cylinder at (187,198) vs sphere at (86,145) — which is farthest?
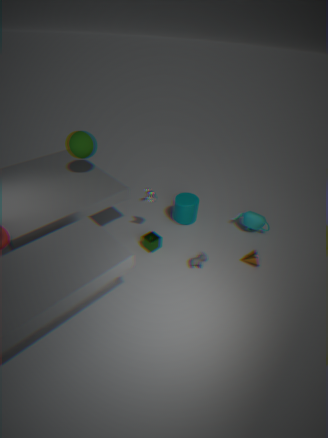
cylinder at (187,198)
